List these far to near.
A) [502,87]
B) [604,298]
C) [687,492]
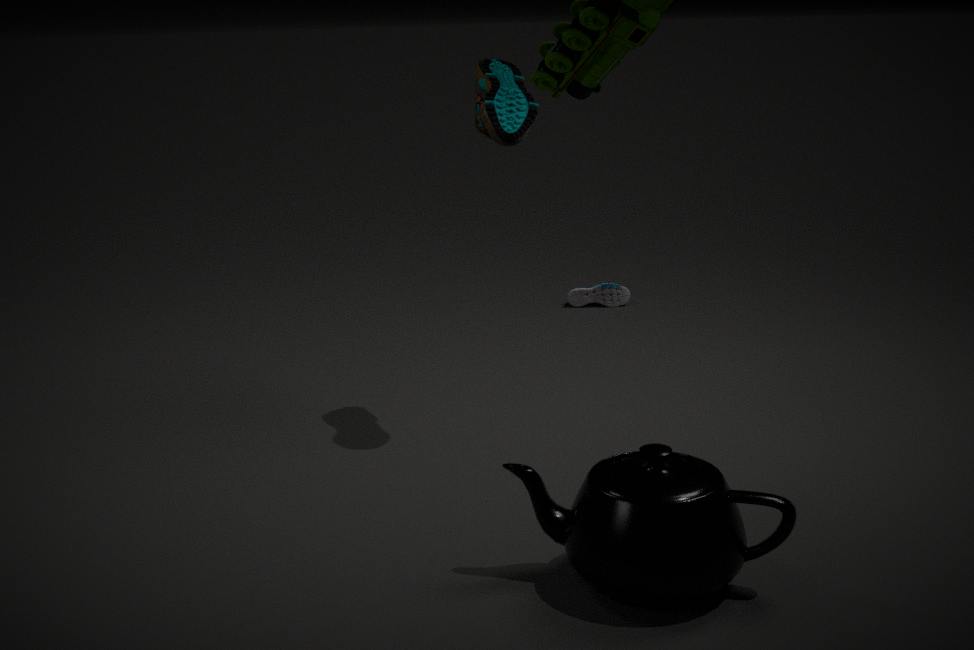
1. [604,298]
2. [502,87]
3. [687,492]
